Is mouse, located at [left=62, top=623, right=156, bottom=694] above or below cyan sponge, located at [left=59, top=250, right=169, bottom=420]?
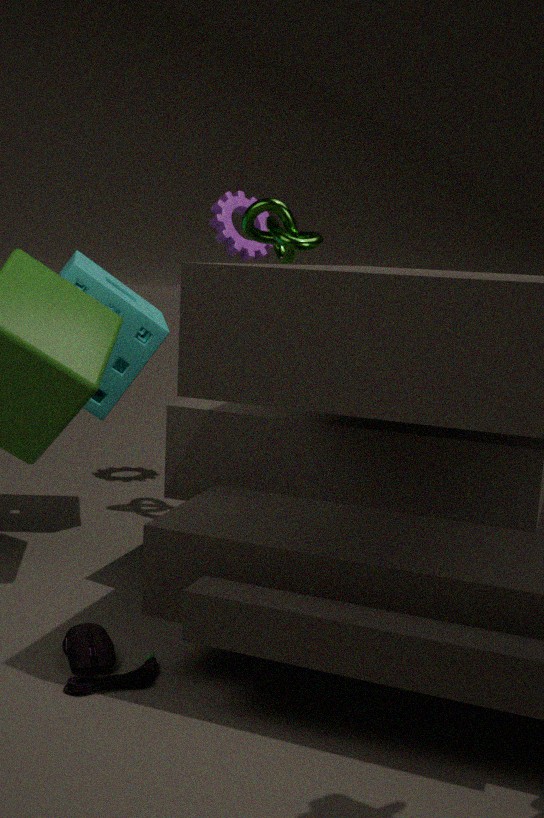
below
